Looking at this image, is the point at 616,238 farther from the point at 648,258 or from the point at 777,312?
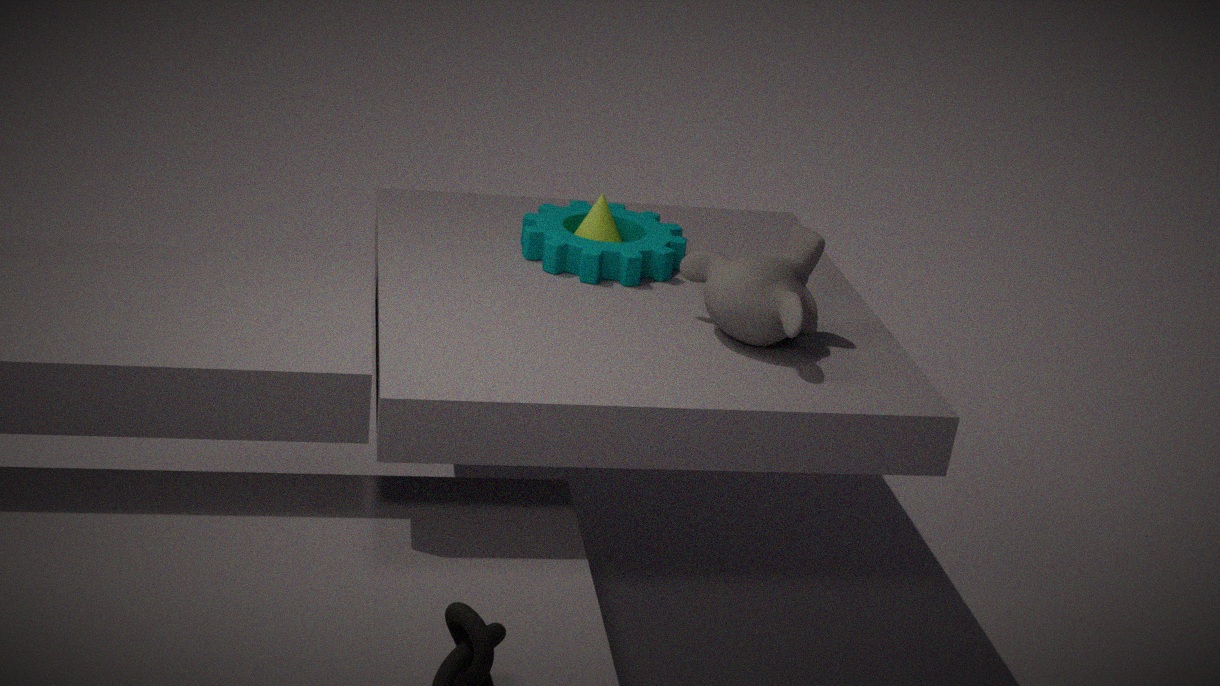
the point at 777,312
